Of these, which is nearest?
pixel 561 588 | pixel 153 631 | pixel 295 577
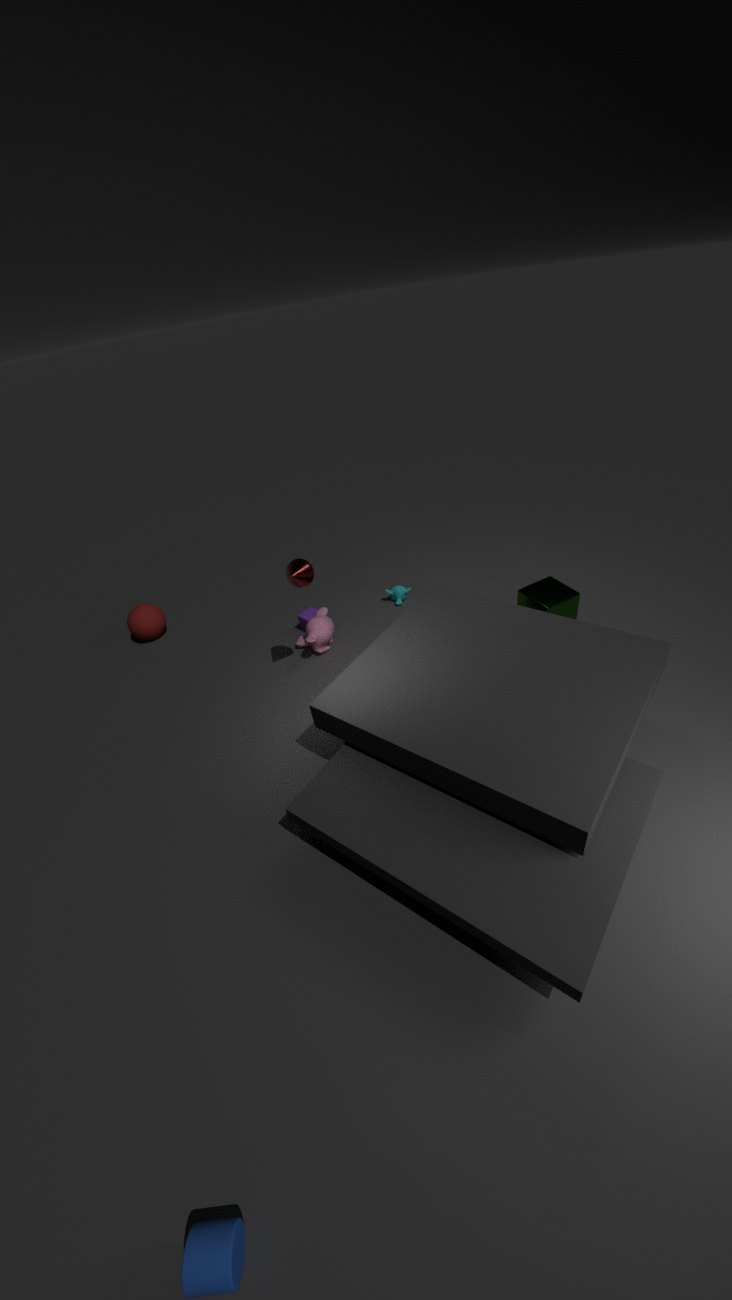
pixel 295 577
